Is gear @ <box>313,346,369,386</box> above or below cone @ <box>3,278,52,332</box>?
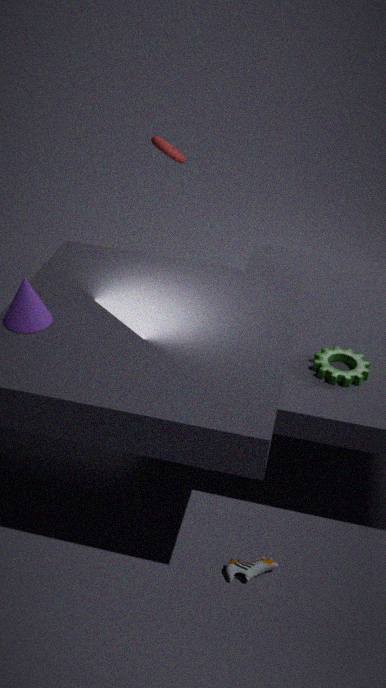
below
